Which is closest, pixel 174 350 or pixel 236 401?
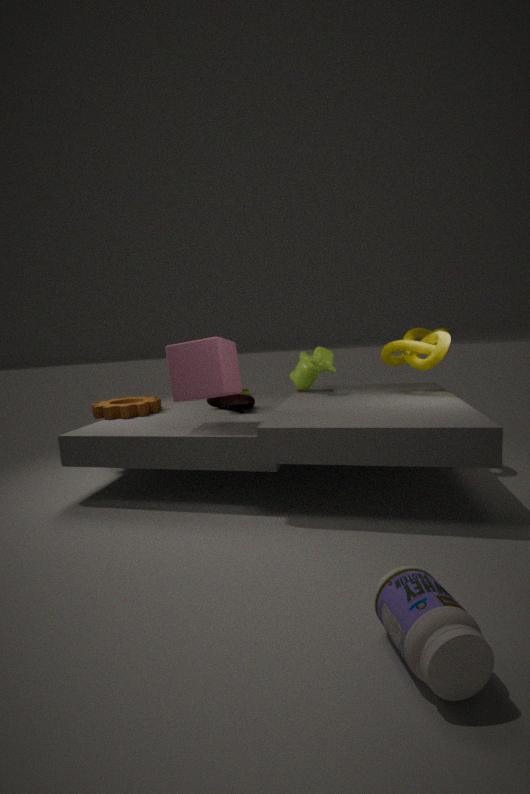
pixel 174 350
